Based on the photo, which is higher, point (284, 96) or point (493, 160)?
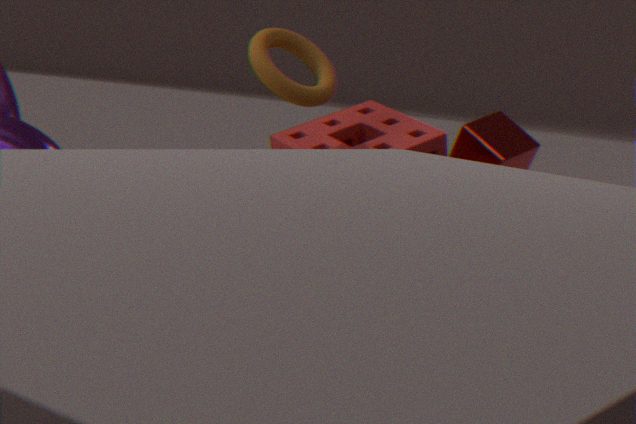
point (284, 96)
